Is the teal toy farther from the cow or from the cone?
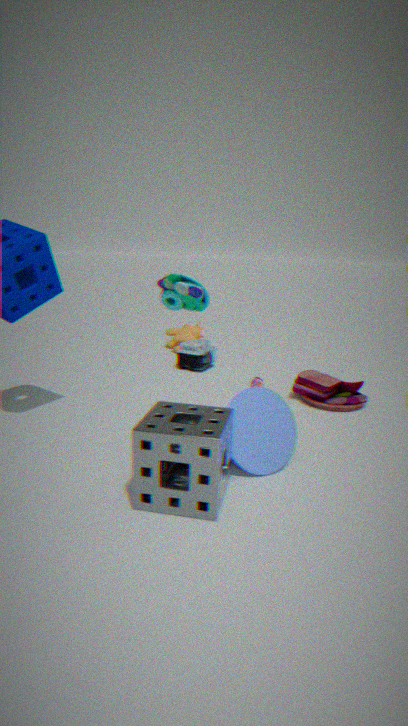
the cow
